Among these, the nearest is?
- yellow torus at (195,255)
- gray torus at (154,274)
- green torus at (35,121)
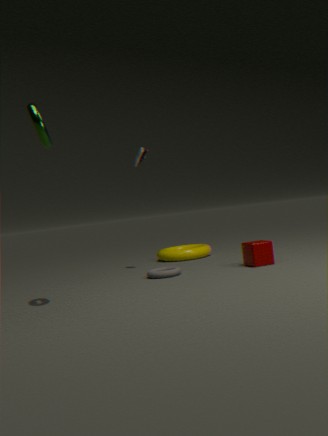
green torus at (35,121)
